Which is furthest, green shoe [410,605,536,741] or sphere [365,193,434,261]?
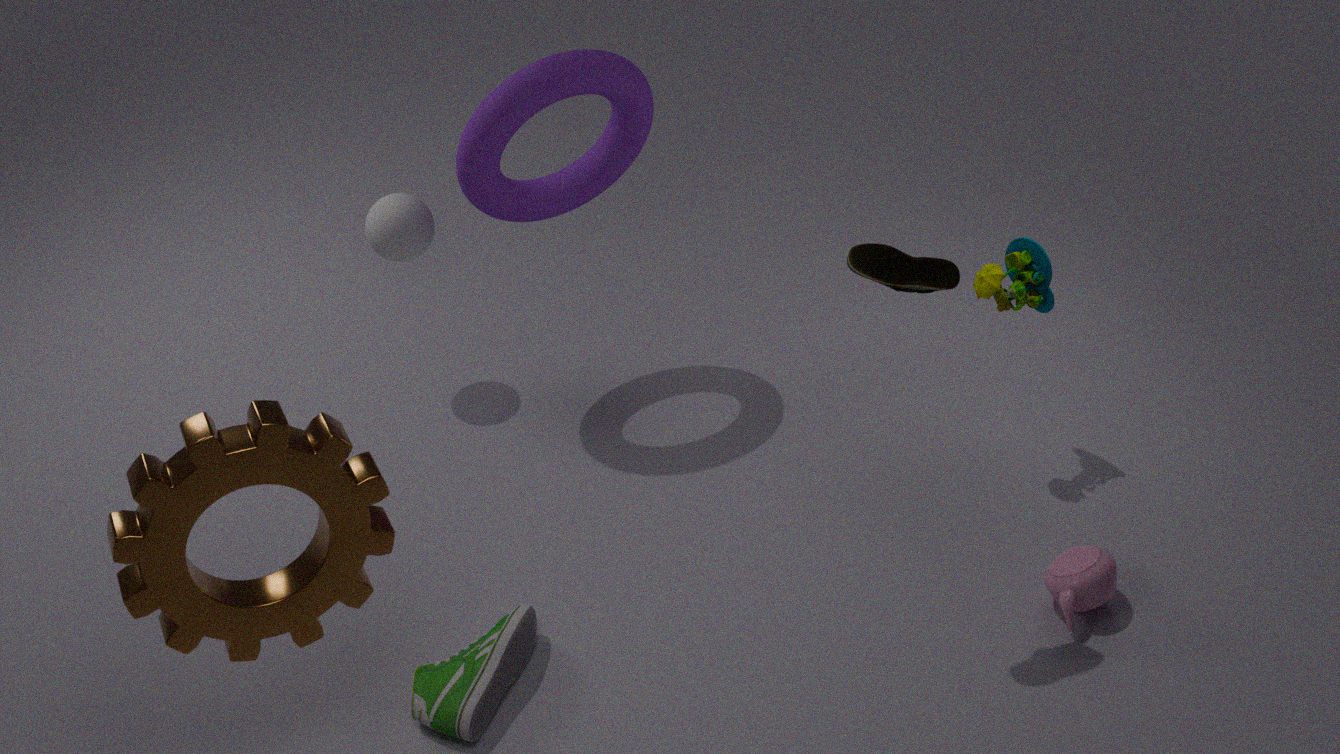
sphere [365,193,434,261]
